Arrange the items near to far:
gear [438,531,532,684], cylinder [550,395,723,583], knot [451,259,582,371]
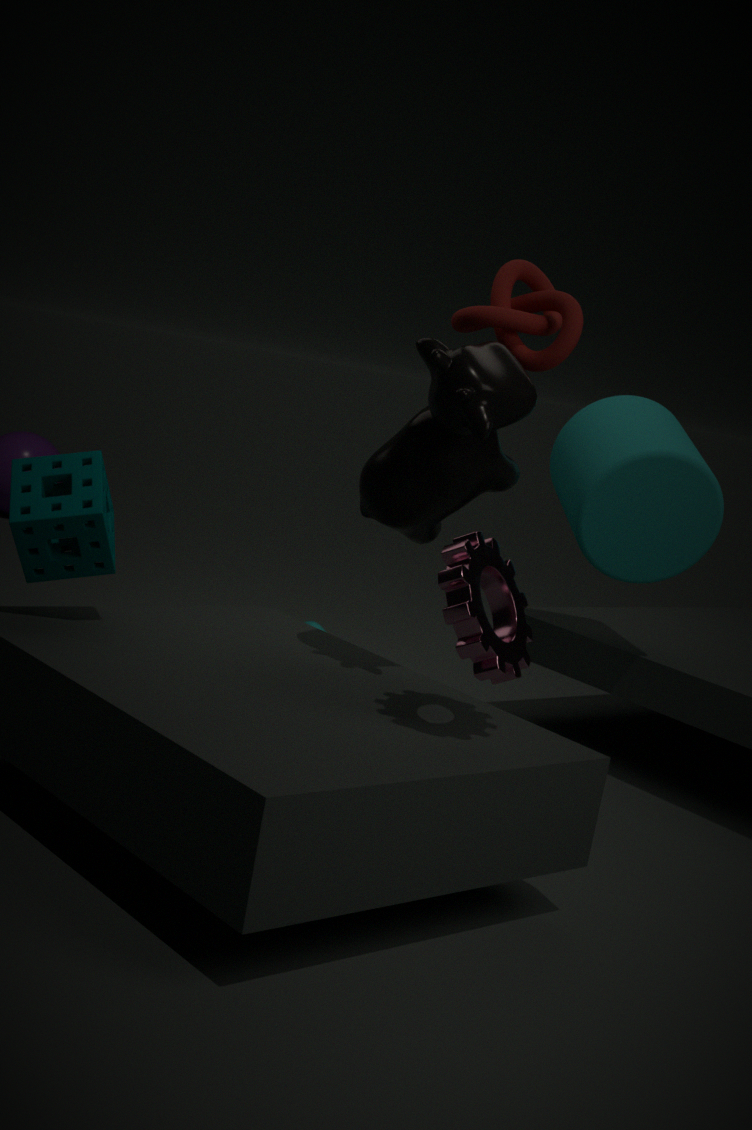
1. gear [438,531,532,684]
2. knot [451,259,582,371]
3. cylinder [550,395,723,583]
